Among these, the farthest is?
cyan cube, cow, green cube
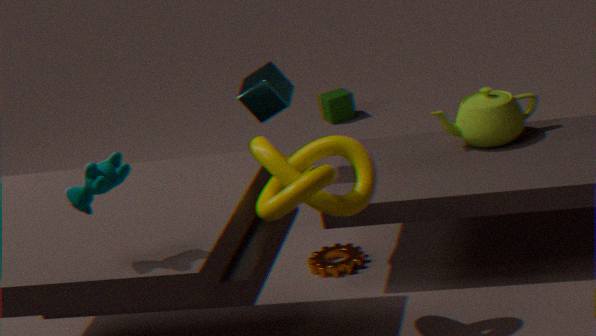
green cube
